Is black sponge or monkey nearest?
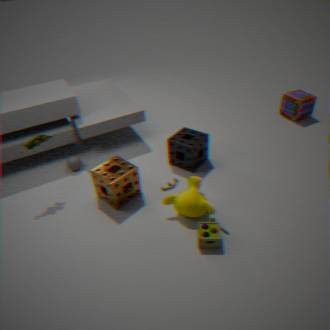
monkey
